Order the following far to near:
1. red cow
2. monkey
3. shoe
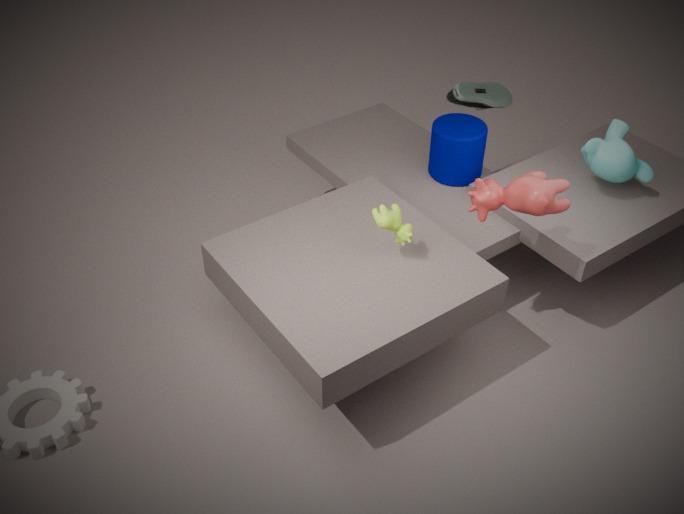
shoe → monkey → red cow
